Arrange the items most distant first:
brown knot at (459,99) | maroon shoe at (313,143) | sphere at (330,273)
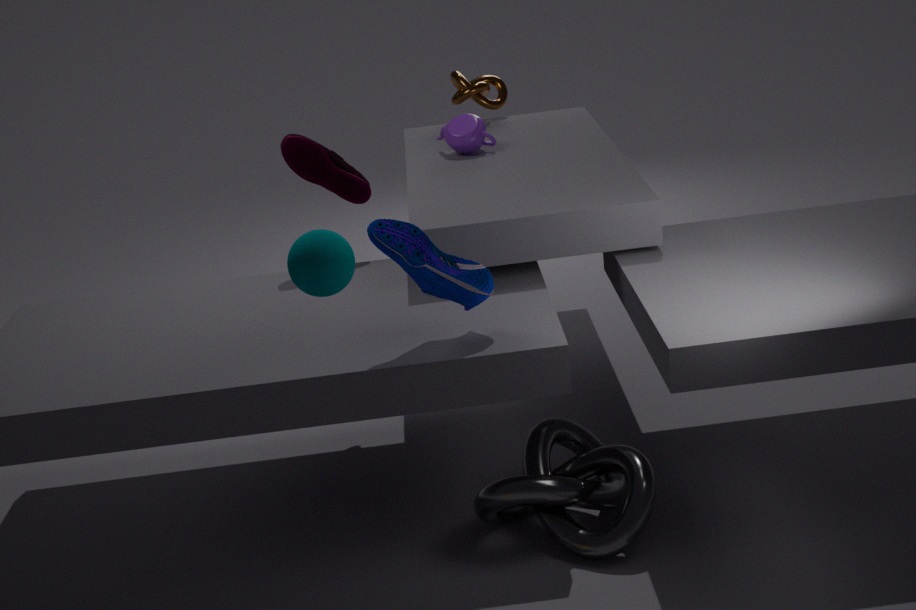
brown knot at (459,99), maroon shoe at (313,143), sphere at (330,273)
